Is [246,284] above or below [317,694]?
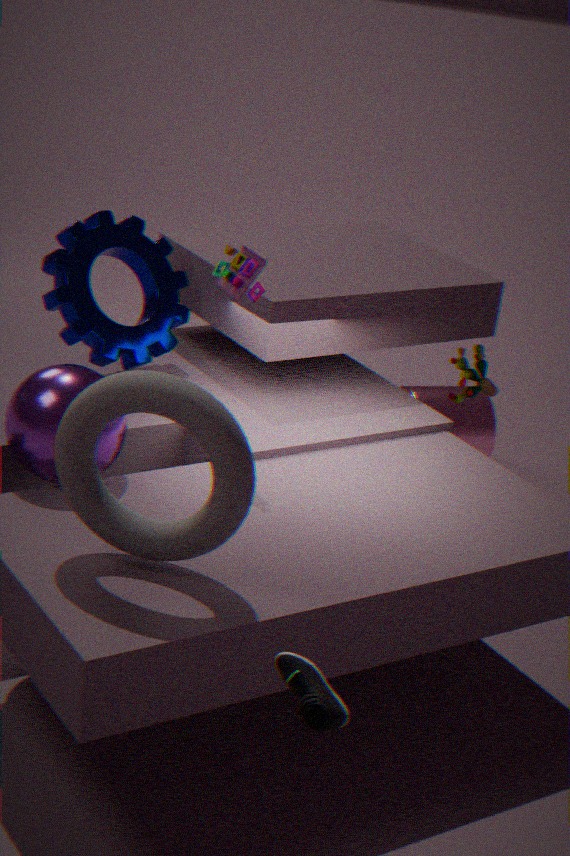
above
